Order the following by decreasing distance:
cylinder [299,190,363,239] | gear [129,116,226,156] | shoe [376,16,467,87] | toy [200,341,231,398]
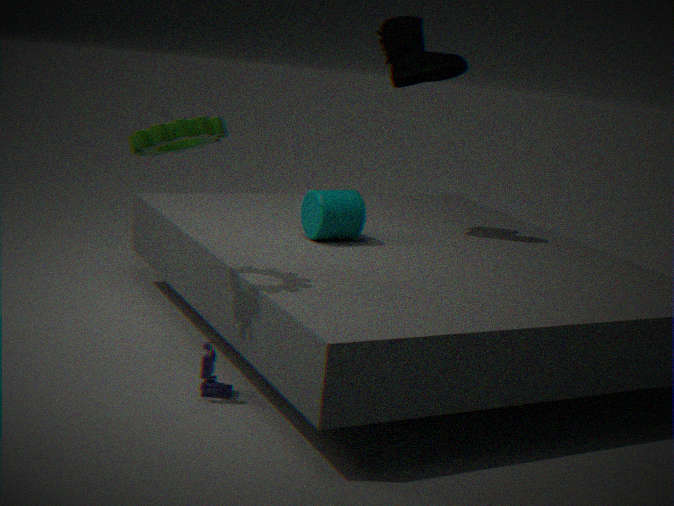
shoe [376,16,467,87]
cylinder [299,190,363,239]
toy [200,341,231,398]
gear [129,116,226,156]
